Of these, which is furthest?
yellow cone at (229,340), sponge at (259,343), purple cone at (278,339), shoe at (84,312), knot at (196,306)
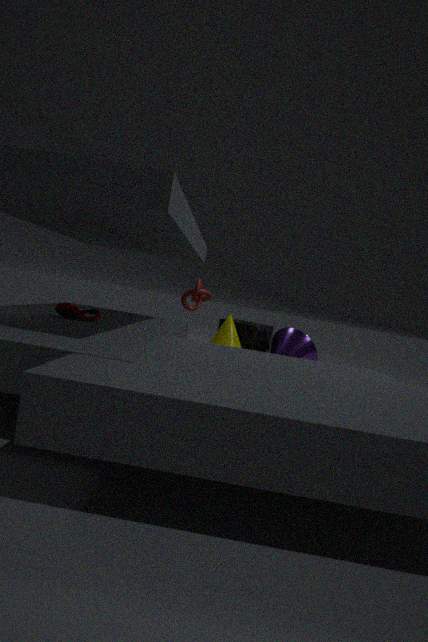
sponge at (259,343)
